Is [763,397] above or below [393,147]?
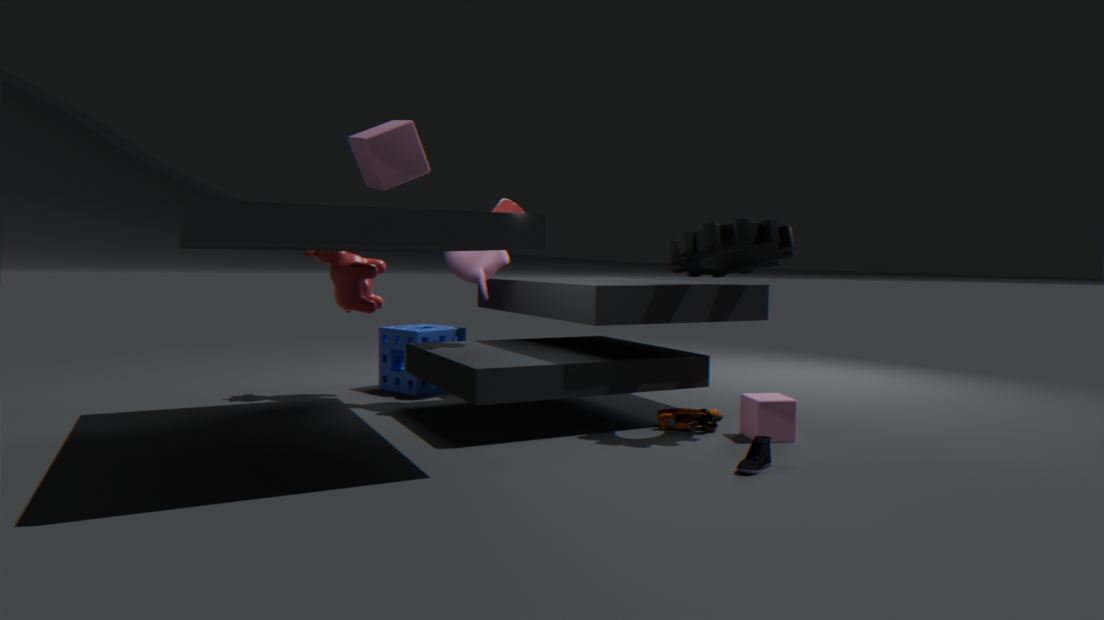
below
